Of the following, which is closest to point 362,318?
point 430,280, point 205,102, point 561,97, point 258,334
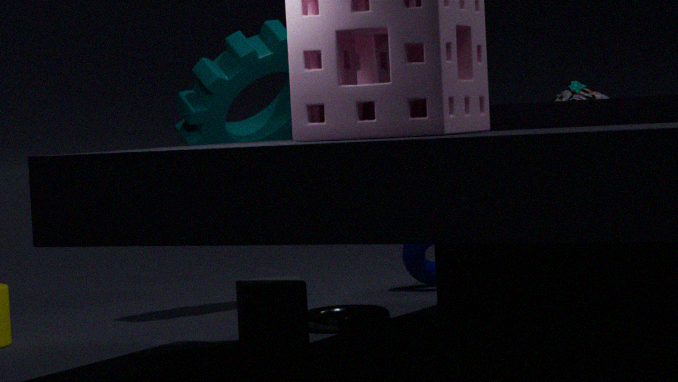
point 258,334
